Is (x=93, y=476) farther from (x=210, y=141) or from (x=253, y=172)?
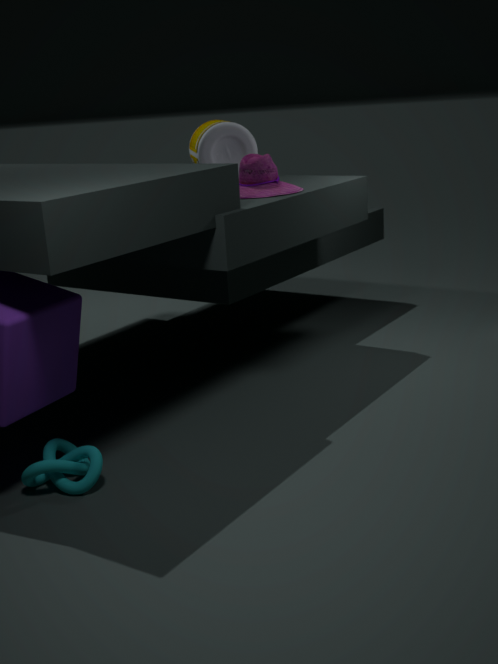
(x=210, y=141)
